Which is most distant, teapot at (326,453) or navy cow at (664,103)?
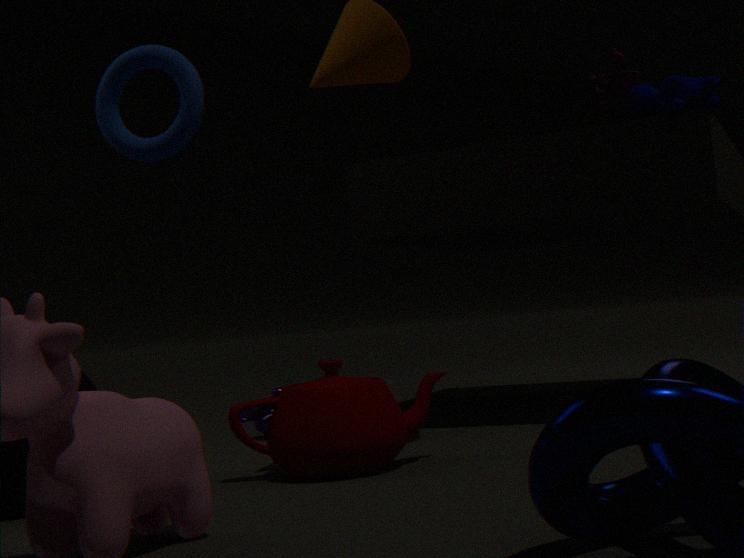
navy cow at (664,103)
